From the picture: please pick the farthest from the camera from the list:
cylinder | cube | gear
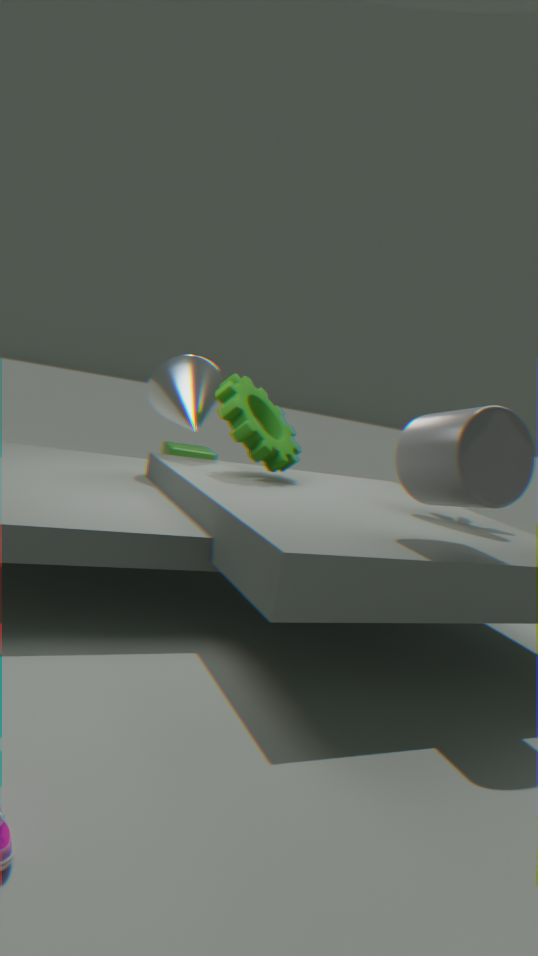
cube
